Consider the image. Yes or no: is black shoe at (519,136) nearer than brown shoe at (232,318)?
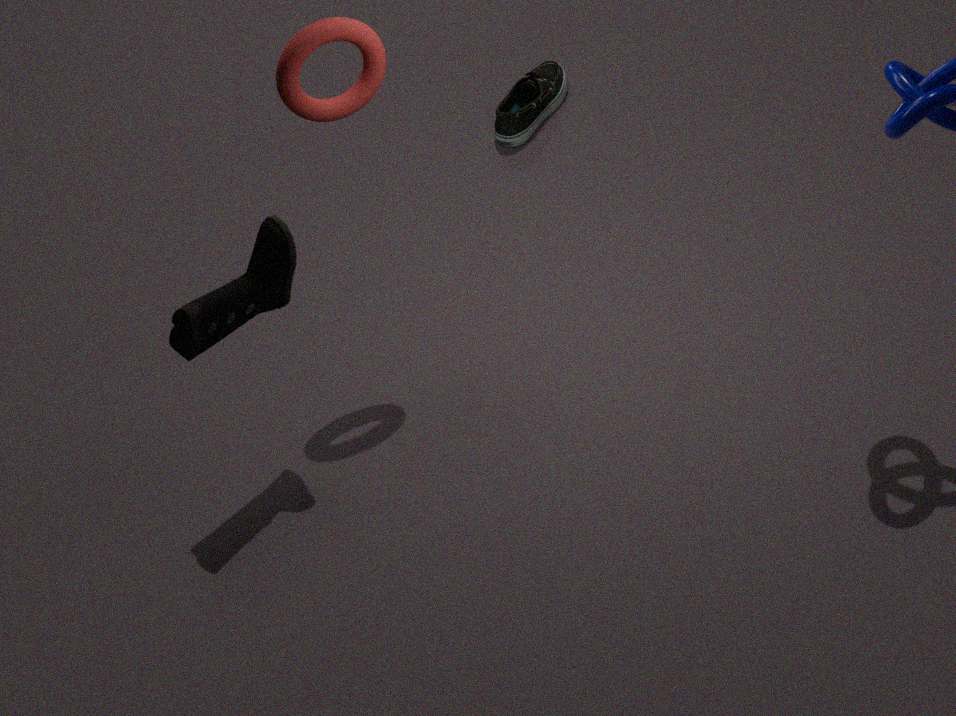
No
